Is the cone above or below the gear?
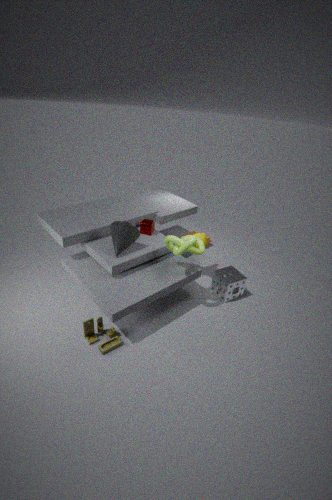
above
